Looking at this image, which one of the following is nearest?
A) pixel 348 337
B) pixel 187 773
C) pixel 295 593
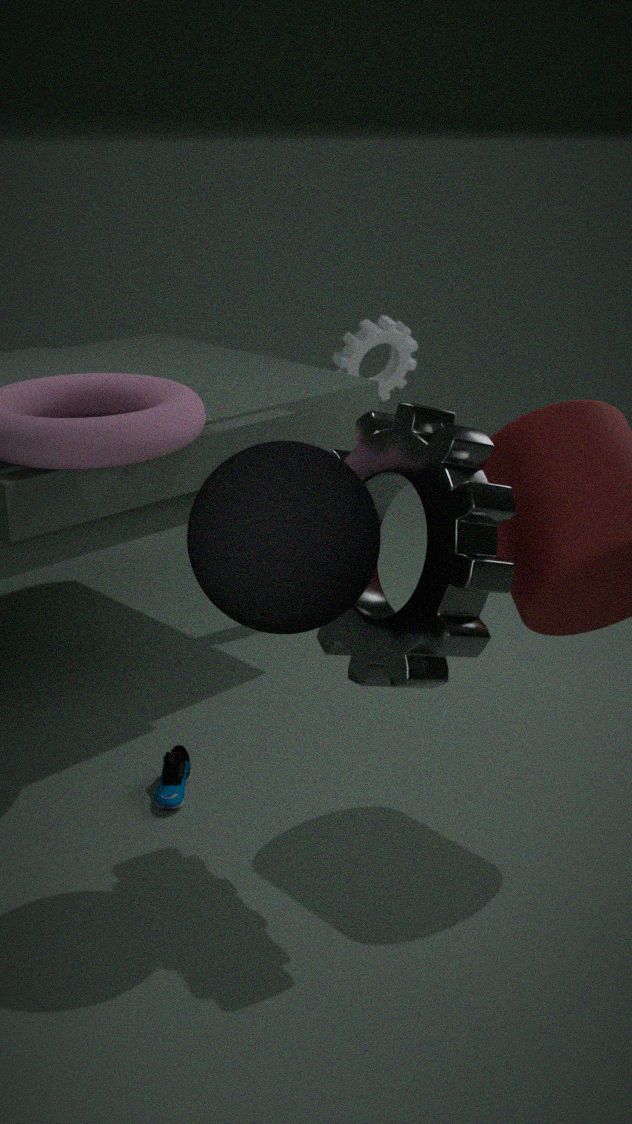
pixel 295 593
